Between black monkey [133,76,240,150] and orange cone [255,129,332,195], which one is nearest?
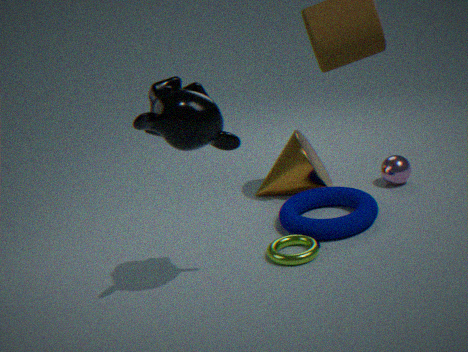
black monkey [133,76,240,150]
